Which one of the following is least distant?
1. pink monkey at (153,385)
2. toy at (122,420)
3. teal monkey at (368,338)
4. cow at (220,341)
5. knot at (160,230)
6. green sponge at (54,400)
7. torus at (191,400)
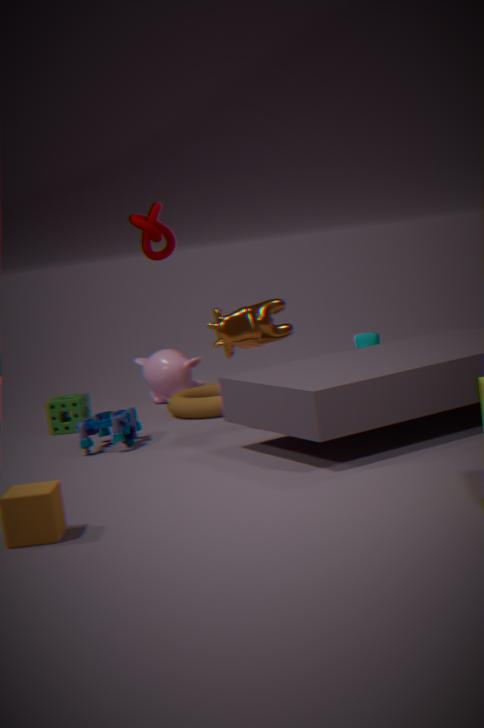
knot at (160,230)
